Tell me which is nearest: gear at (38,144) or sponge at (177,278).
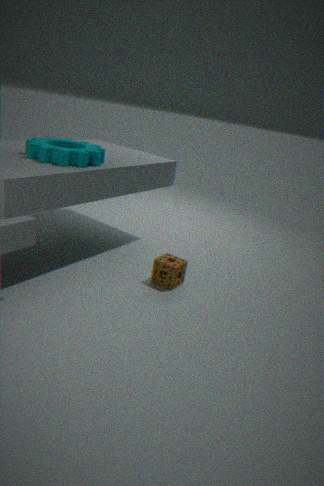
gear at (38,144)
